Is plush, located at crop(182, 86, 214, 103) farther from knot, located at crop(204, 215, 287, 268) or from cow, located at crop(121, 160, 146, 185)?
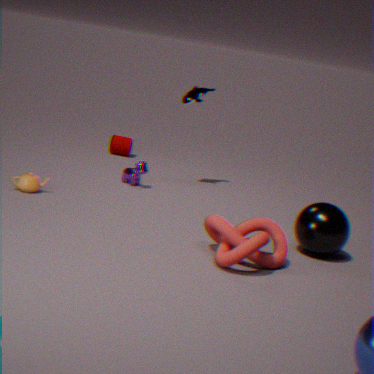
knot, located at crop(204, 215, 287, 268)
